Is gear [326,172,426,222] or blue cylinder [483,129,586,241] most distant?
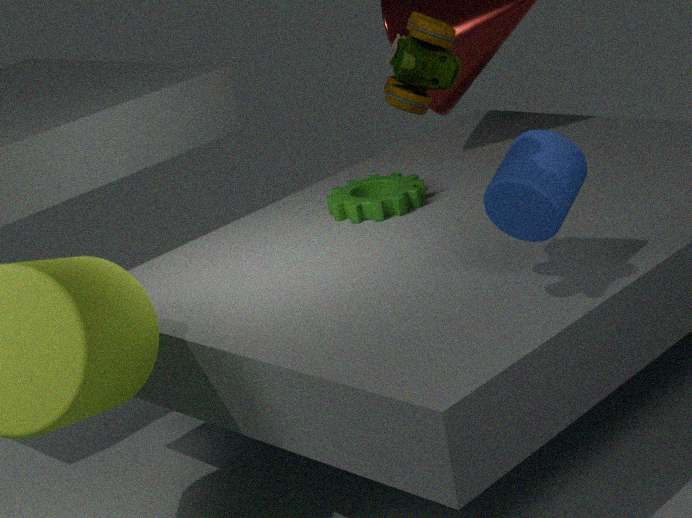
gear [326,172,426,222]
